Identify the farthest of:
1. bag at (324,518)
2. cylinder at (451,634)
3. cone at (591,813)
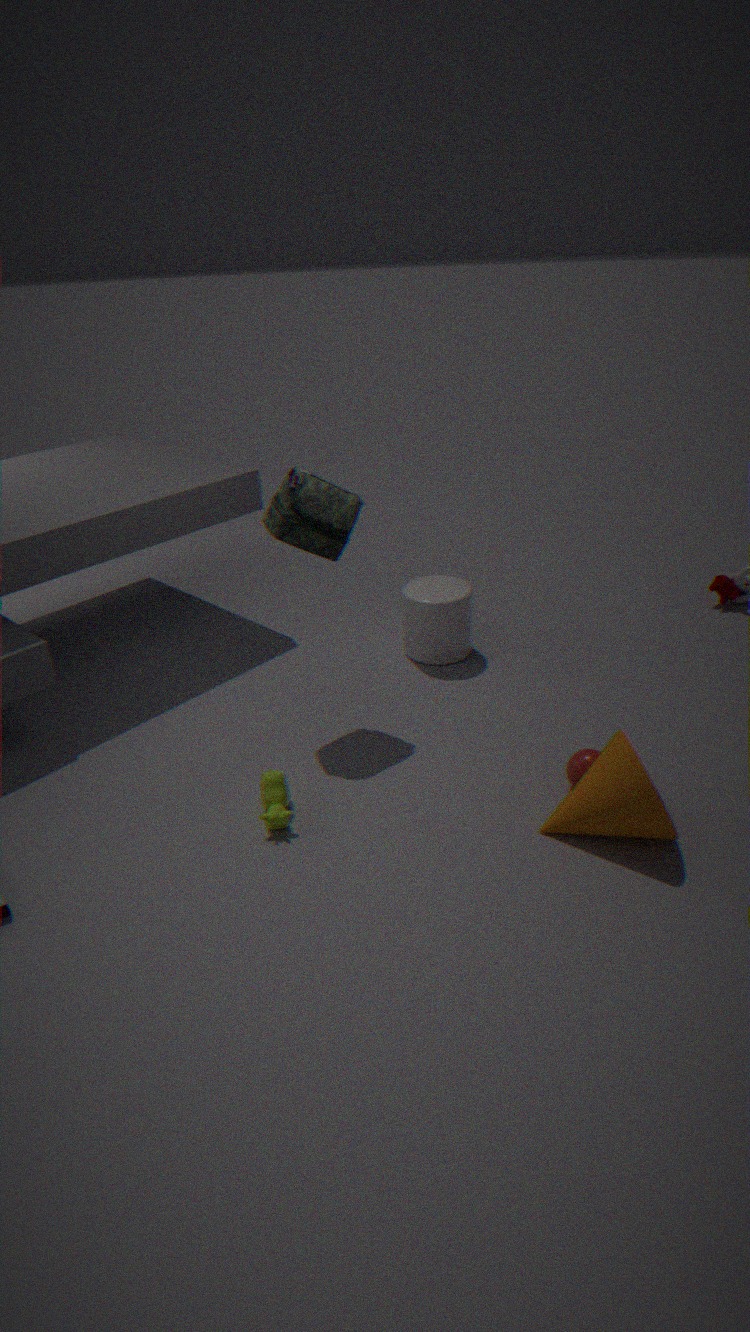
cylinder at (451,634)
